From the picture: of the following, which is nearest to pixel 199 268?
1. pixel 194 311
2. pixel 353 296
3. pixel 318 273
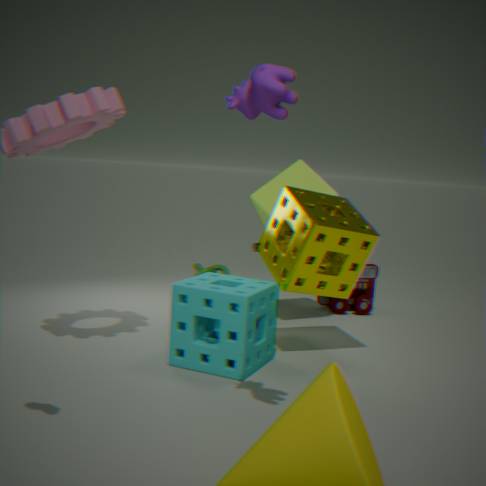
pixel 353 296
